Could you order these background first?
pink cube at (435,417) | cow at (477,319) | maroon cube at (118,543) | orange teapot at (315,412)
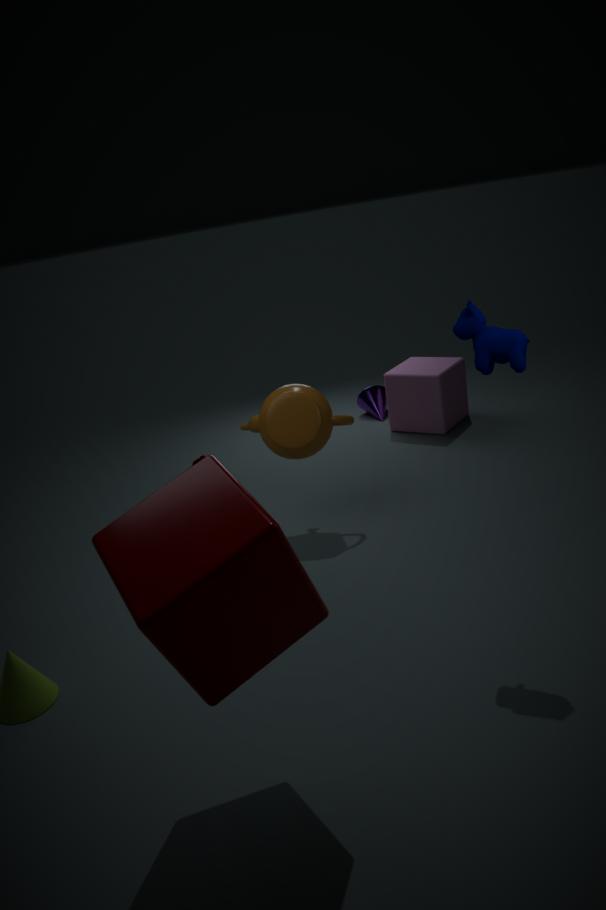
pink cube at (435,417) → orange teapot at (315,412) → cow at (477,319) → maroon cube at (118,543)
